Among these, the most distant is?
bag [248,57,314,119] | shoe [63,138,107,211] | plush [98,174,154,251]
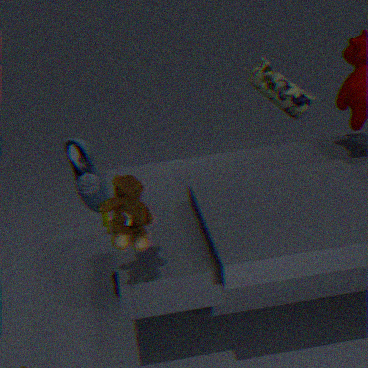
bag [248,57,314,119]
